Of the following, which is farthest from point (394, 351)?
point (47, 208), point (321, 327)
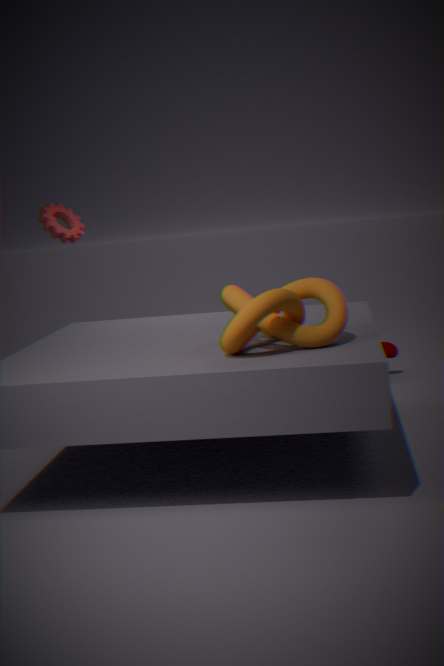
point (47, 208)
